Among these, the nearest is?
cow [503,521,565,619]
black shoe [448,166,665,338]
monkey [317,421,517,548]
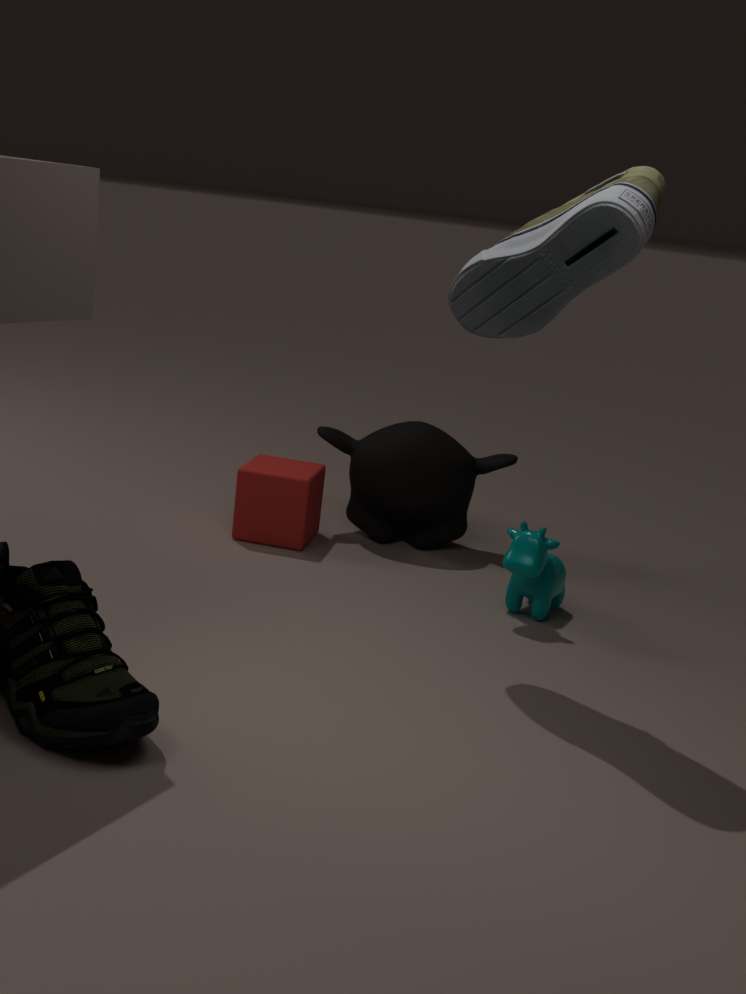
black shoe [448,166,665,338]
